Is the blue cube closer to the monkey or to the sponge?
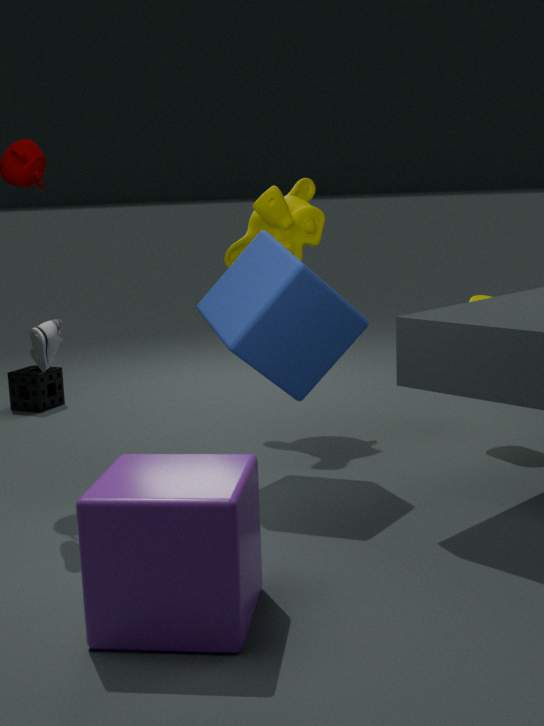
the monkey
